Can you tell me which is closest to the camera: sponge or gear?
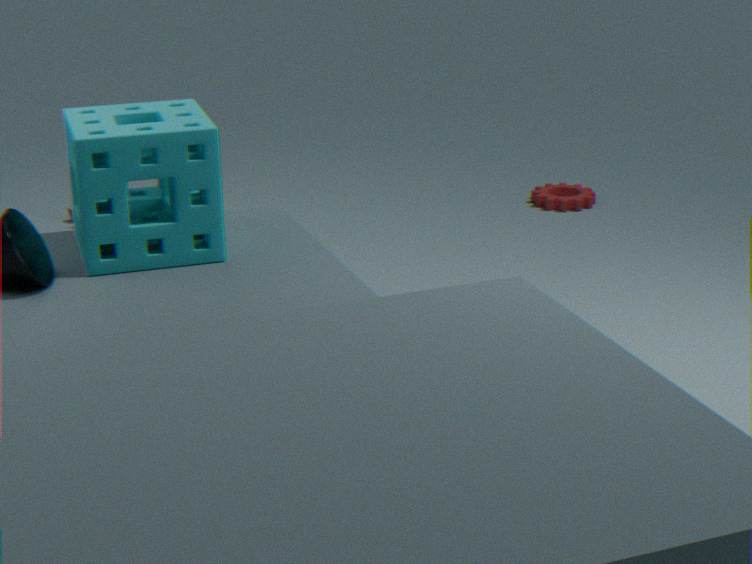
sponge
